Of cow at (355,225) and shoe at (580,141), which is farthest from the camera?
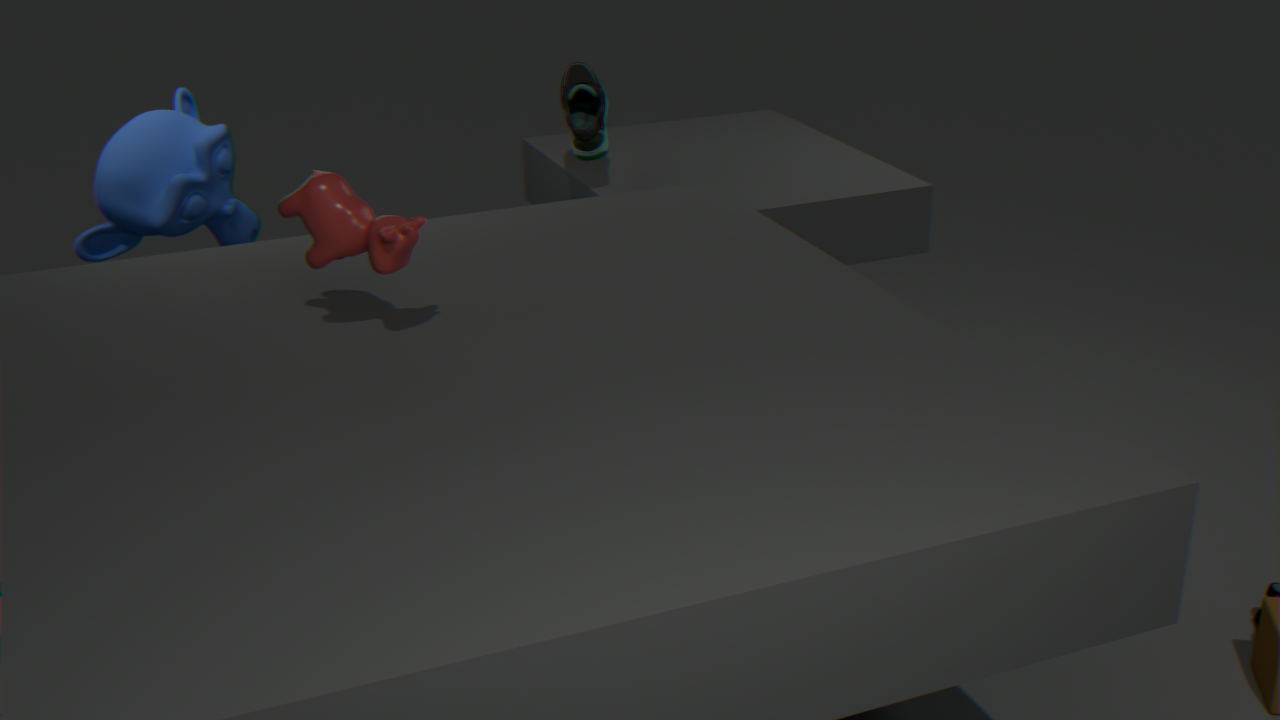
shoe at (580,141)
